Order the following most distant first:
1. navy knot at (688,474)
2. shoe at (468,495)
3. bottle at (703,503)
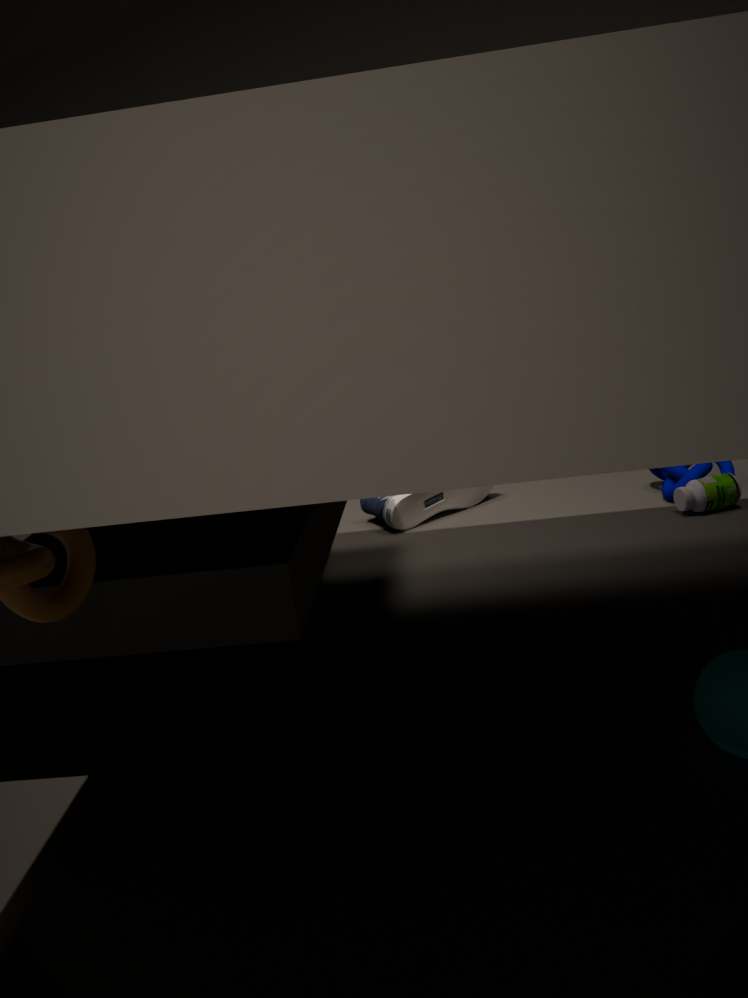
1. shoe at (468,495)
2. navy knot at (688,474)
3. bottle at (703,503)
